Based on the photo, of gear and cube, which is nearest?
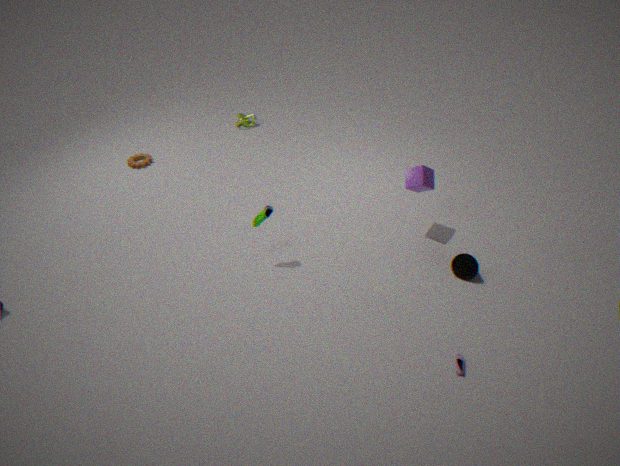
cube
